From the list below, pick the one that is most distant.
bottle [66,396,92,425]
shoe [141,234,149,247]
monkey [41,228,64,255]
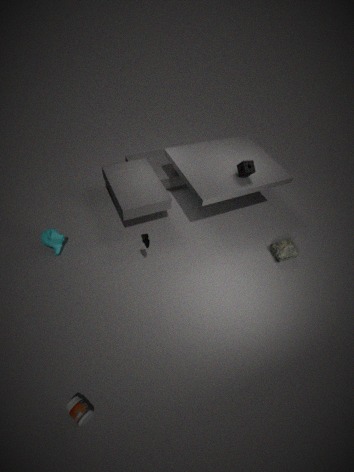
monkey [41,228,64,255]
